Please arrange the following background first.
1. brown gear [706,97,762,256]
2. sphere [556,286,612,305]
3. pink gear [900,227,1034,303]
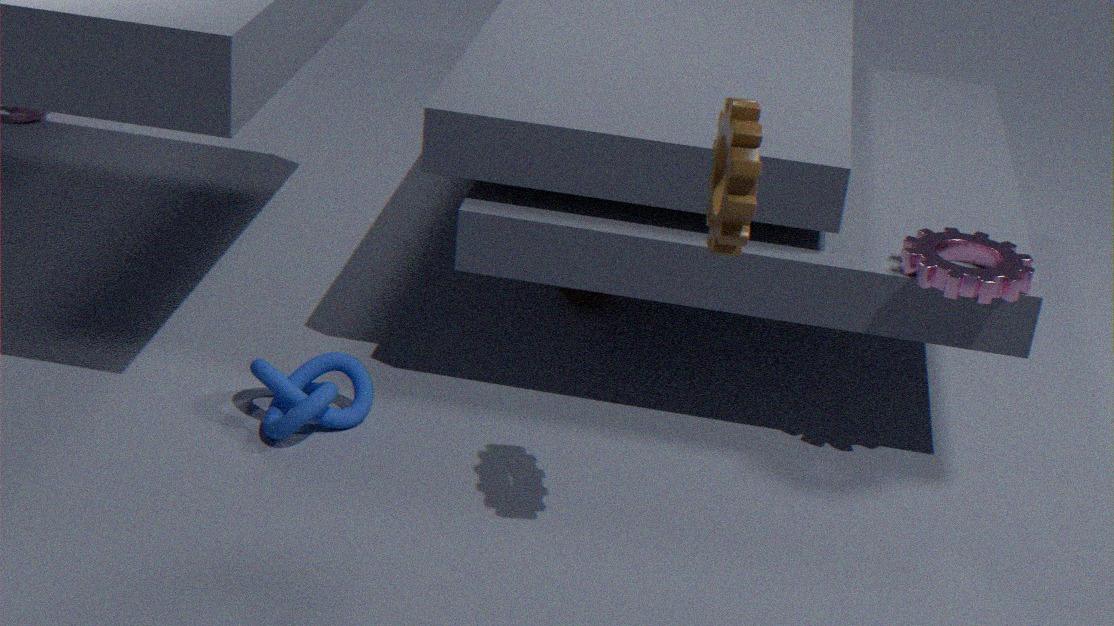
sphere [556,286,612,305], pink gear [900,227,1034,303], brown gear [706,97,762,256]
